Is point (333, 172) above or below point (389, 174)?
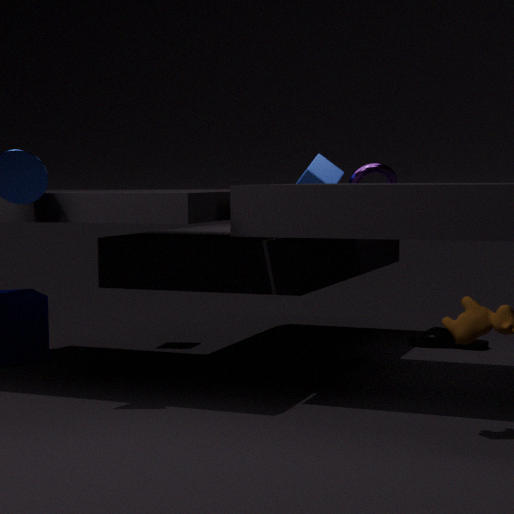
above
